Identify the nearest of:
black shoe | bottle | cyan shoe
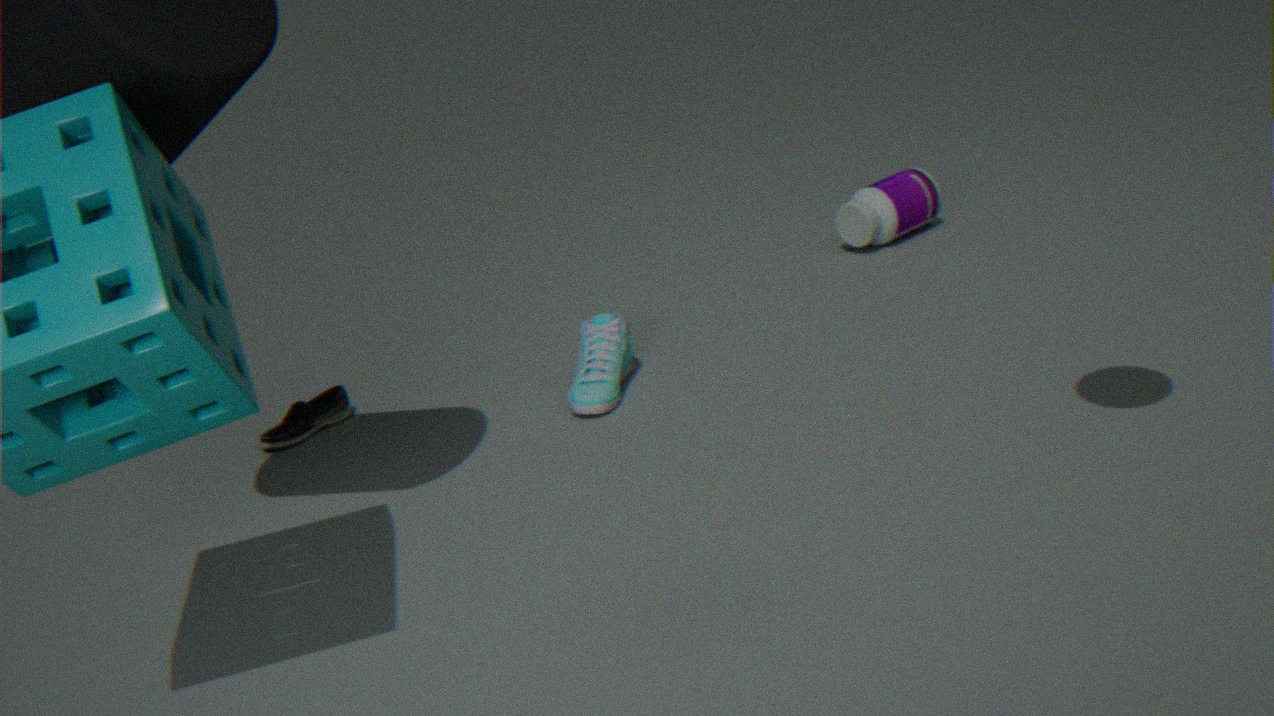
cyan shoe
